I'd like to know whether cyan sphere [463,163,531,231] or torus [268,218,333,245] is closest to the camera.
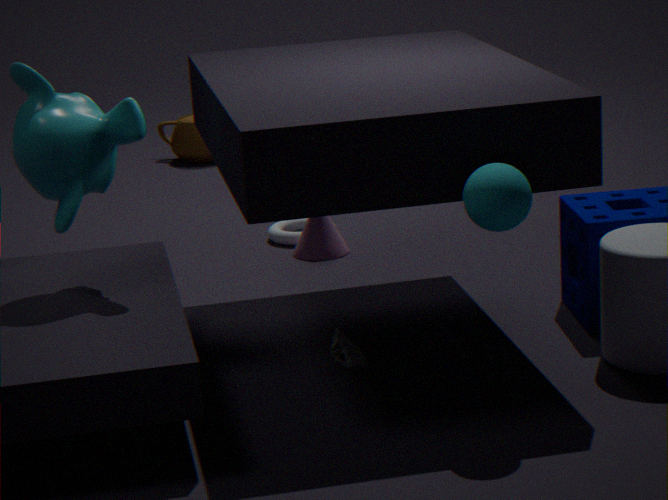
cyan sphere [463,163,531,231]
